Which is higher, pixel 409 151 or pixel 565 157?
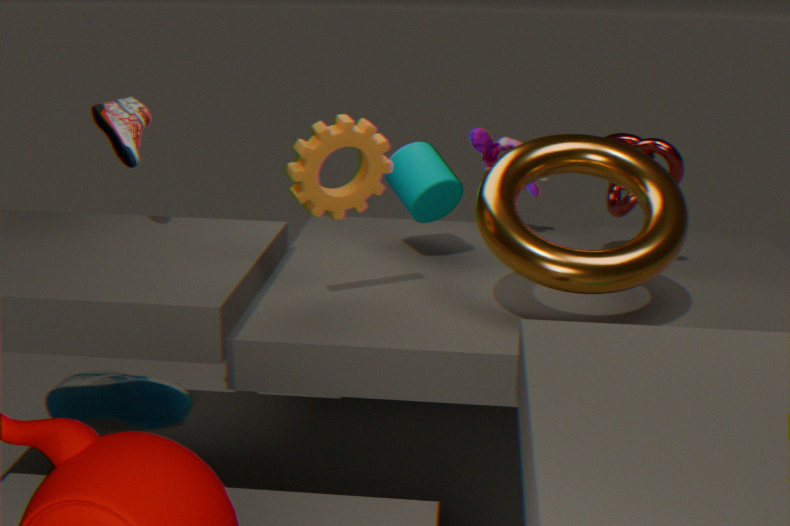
pixel 565 157
